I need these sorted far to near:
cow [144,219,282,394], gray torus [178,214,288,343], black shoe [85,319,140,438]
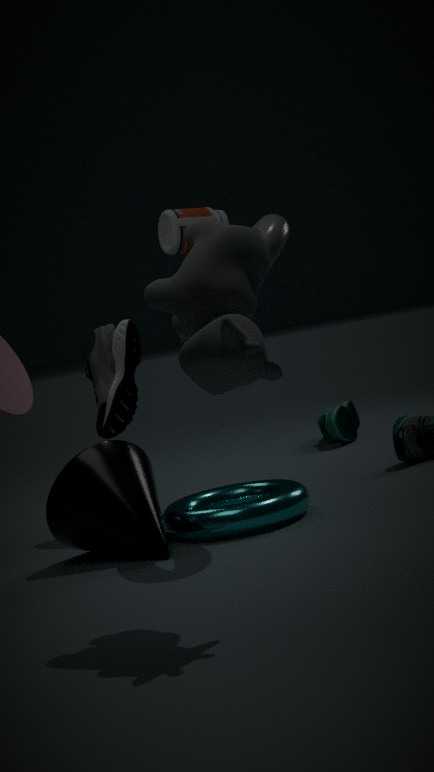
black shoe [85,319,140,438] < gray torus [178,214,288,343] < cow [144,219,282,394]
